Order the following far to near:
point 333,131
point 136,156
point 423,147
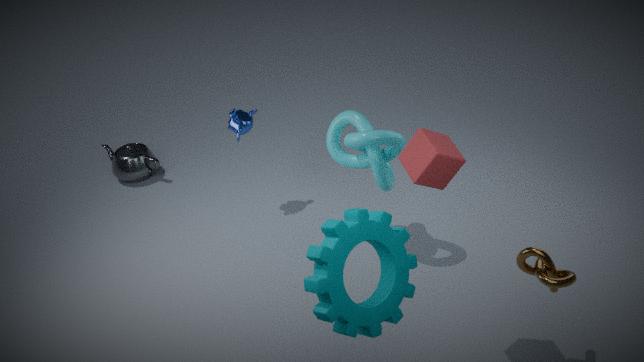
1. point 136,156
2. point 333,131
3. point 423,147
